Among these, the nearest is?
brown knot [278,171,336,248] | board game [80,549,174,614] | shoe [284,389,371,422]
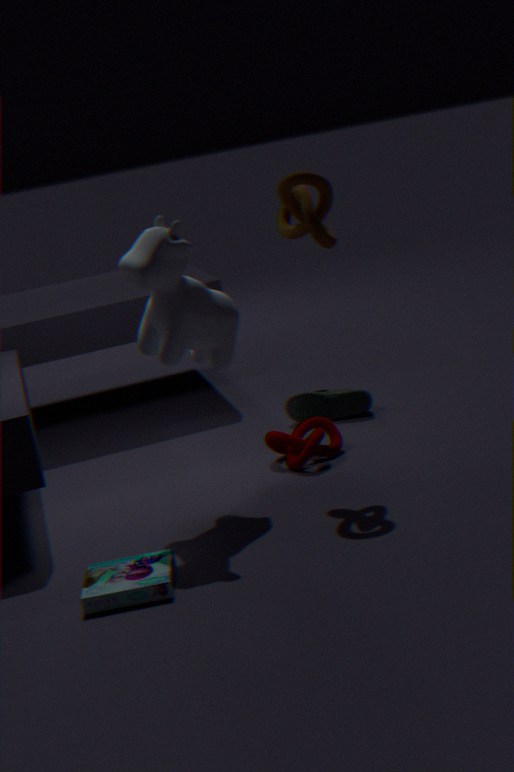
board game [80,549,174,614]
